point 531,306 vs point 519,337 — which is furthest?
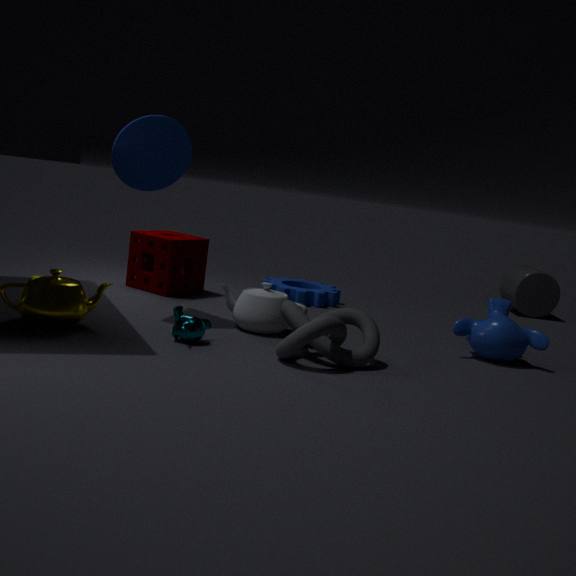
point 531,306
